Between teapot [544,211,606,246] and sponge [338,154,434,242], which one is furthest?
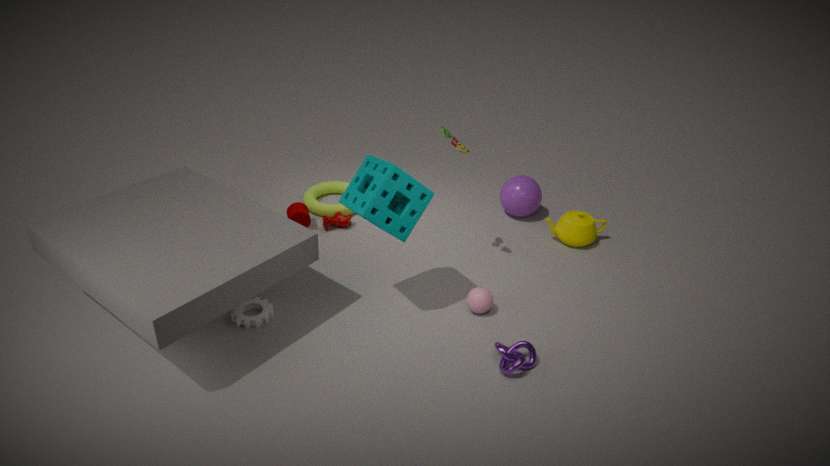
teapot [544,211,606,246]
